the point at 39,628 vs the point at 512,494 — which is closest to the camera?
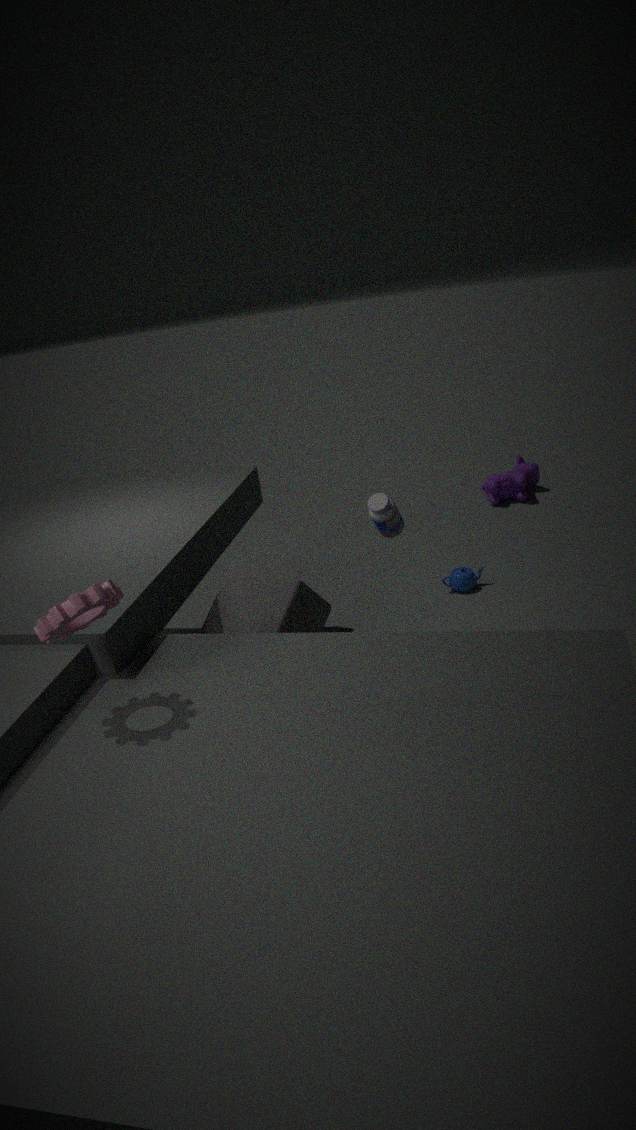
the point at 39,628
